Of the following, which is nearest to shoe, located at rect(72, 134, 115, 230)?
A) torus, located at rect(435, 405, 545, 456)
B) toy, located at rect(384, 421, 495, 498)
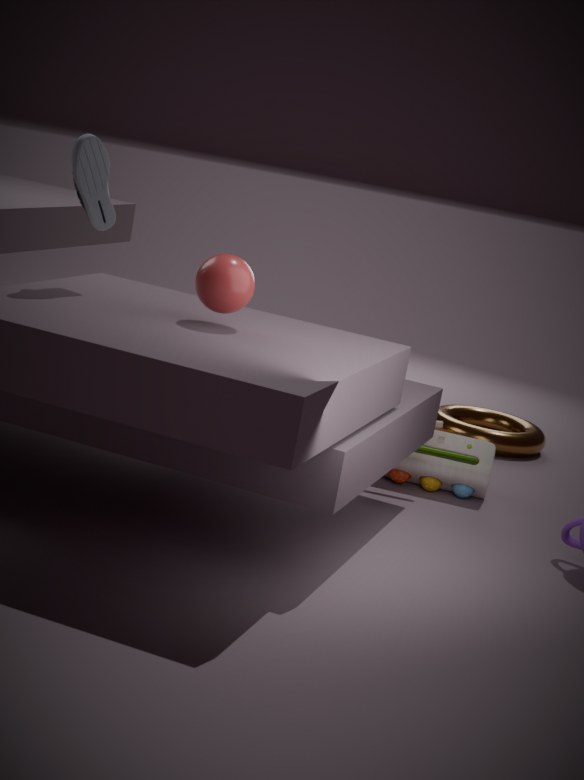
toy, located at rect(384, 421, 495, 498)
